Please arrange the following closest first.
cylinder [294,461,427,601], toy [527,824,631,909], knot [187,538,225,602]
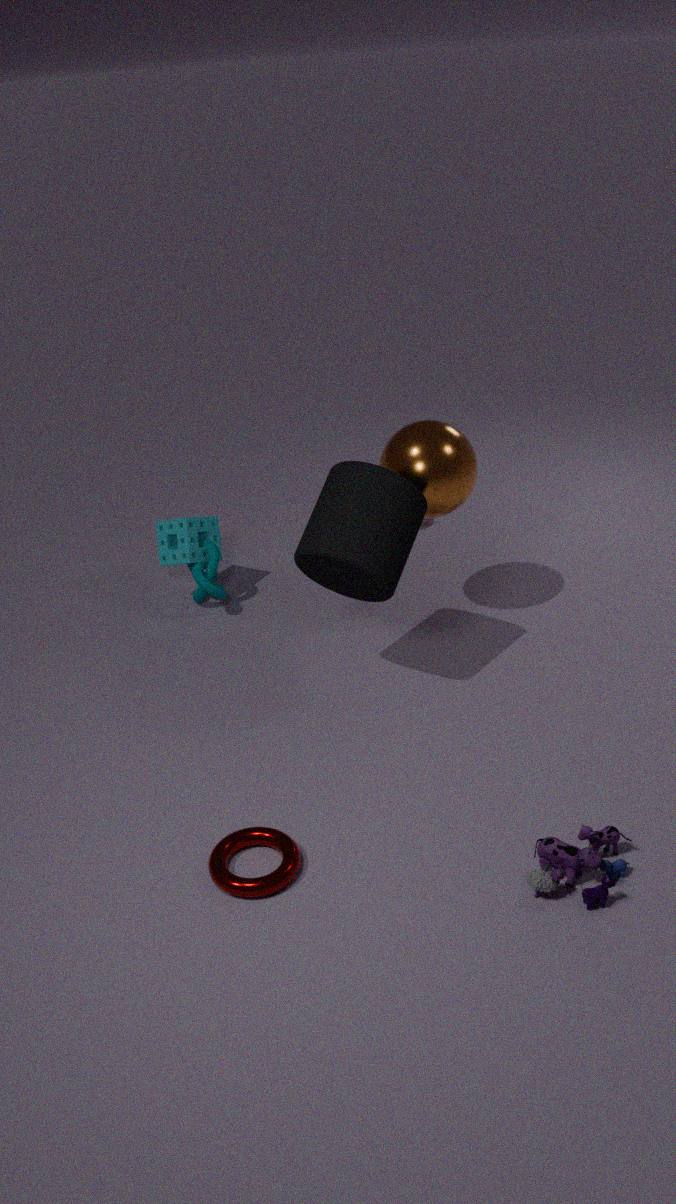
toy [527,824,631,909], cylinder [294,461,427,601], knot [187,538,225,602]
